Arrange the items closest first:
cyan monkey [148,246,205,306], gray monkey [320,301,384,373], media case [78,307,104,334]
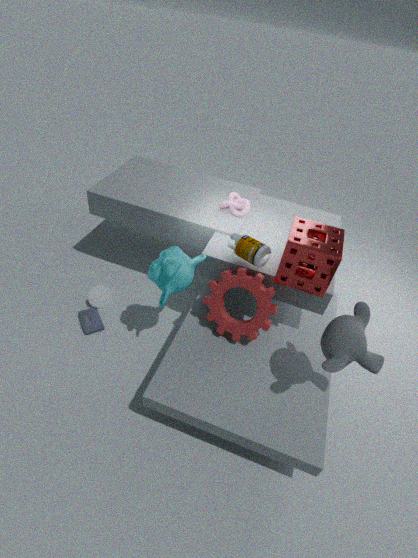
gray monkey [320,301,384,373] < cyan monkey [148,246,205,306] < media case [78,307,104,334]
